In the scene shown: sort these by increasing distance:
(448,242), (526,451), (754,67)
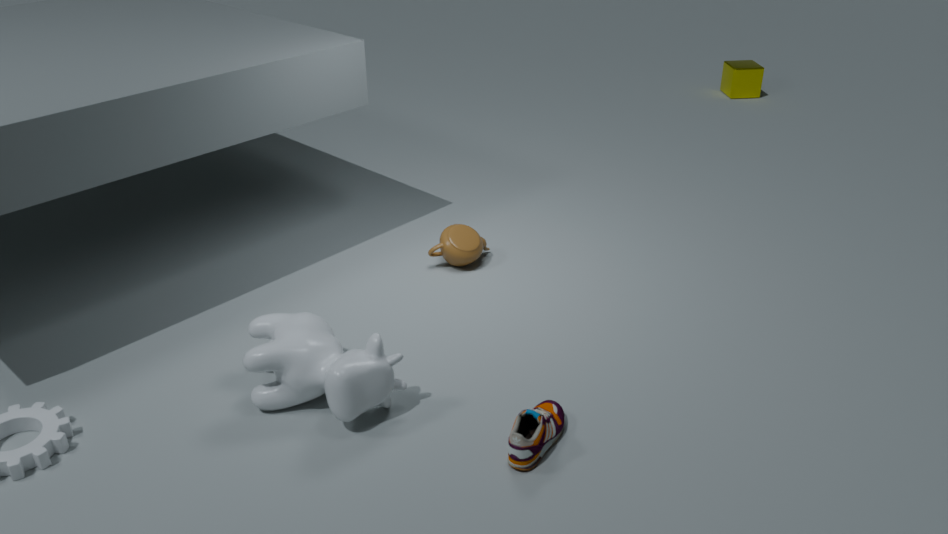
(526,451), (448,242), (754,67)
